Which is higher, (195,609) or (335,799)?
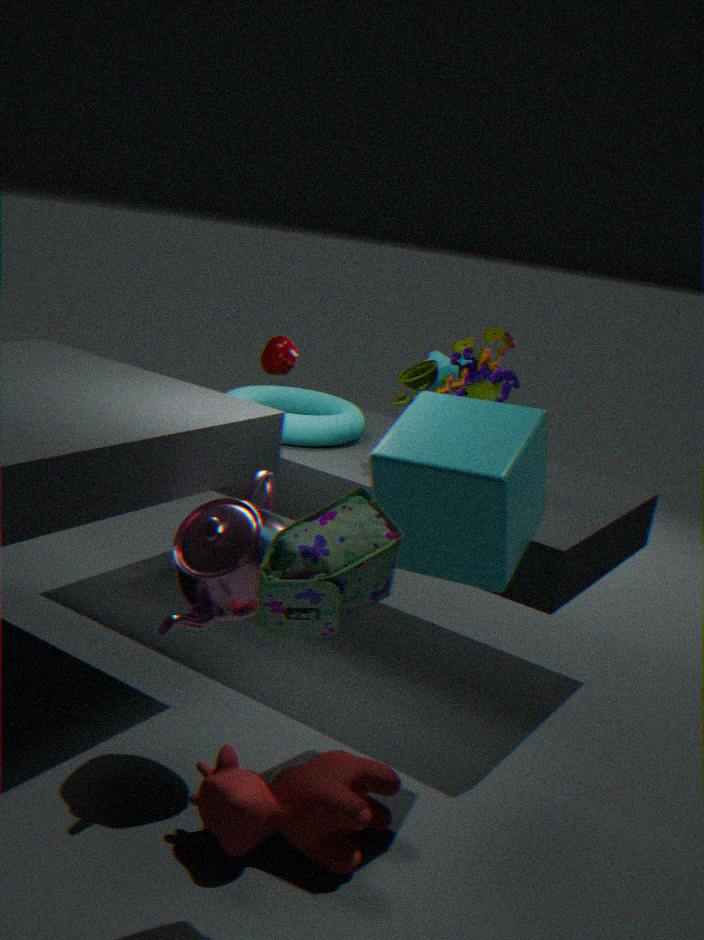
(195,609)
